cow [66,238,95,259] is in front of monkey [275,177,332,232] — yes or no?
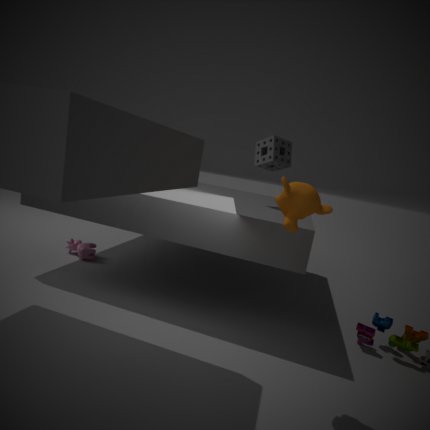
No
